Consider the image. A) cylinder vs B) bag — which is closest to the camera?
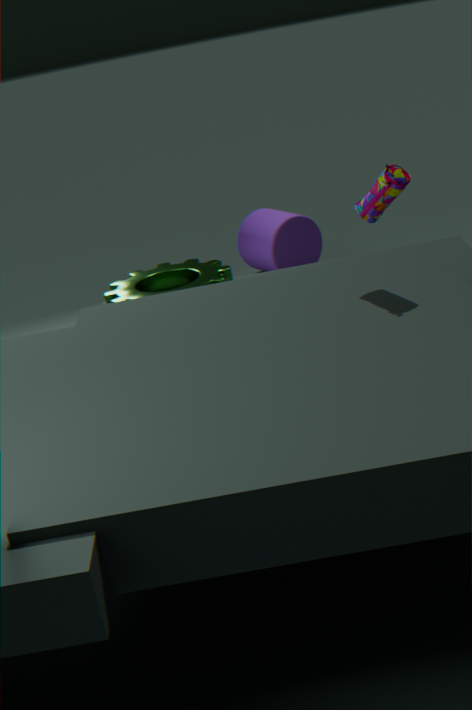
B. bag
